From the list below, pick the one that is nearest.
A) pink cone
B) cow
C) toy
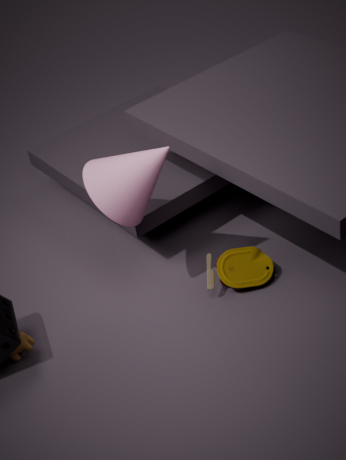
pink cone
